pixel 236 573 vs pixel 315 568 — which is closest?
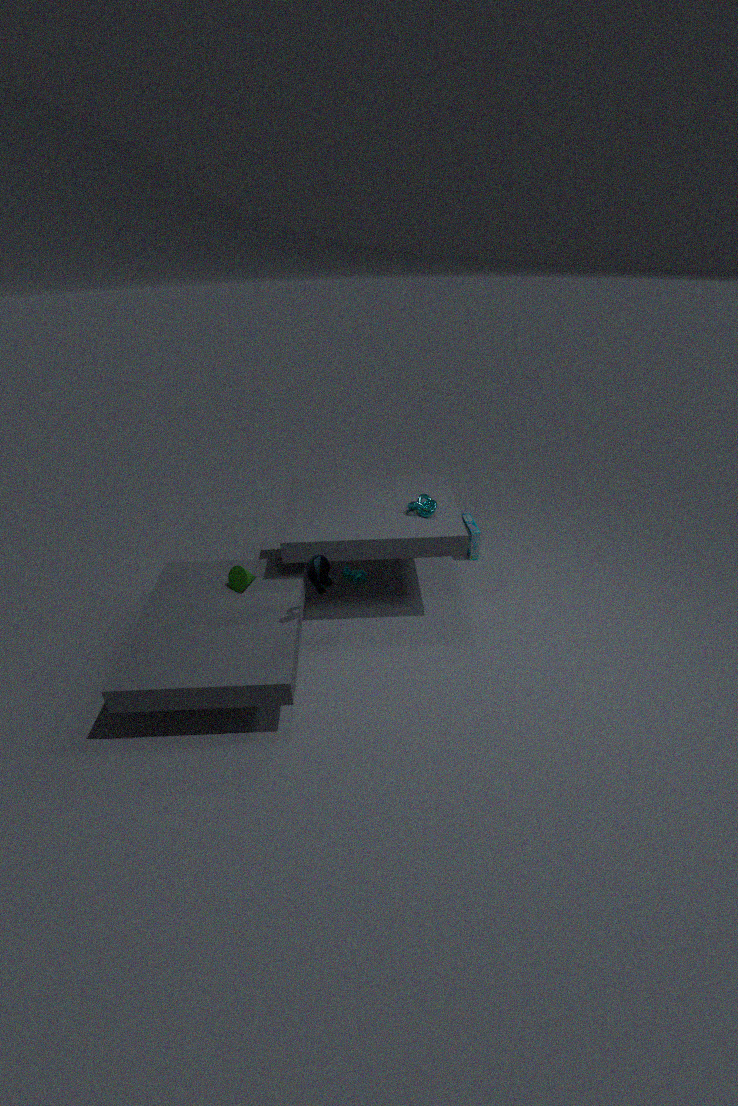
pixel 315 568
